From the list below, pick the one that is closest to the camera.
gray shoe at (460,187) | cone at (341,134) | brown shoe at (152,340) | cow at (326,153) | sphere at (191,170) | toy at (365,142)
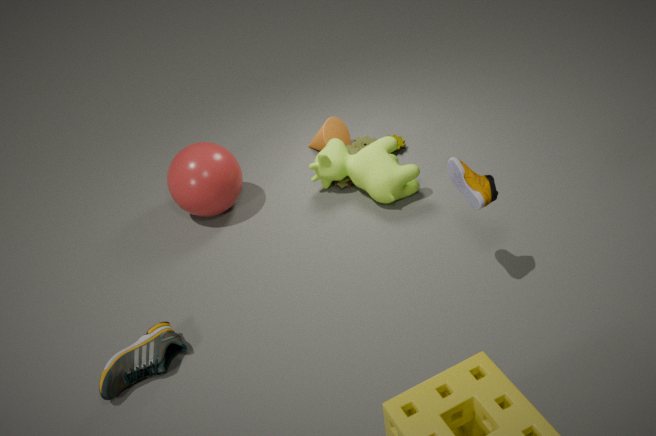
gray shoe at (460,187)
